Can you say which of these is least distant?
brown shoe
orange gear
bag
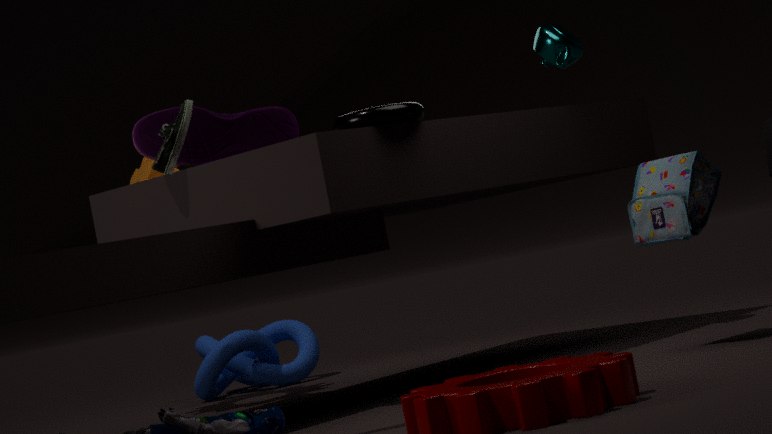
brown shoe
